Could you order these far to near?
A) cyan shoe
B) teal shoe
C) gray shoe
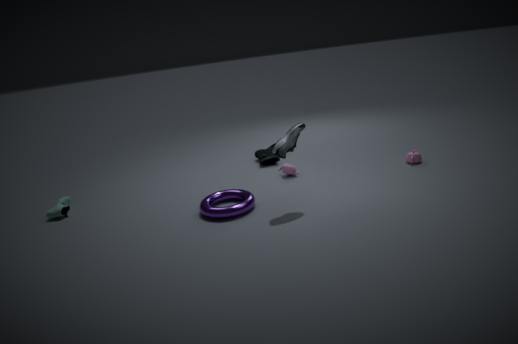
1. cyan shoe
2. teal shoe
3. gray shoe
